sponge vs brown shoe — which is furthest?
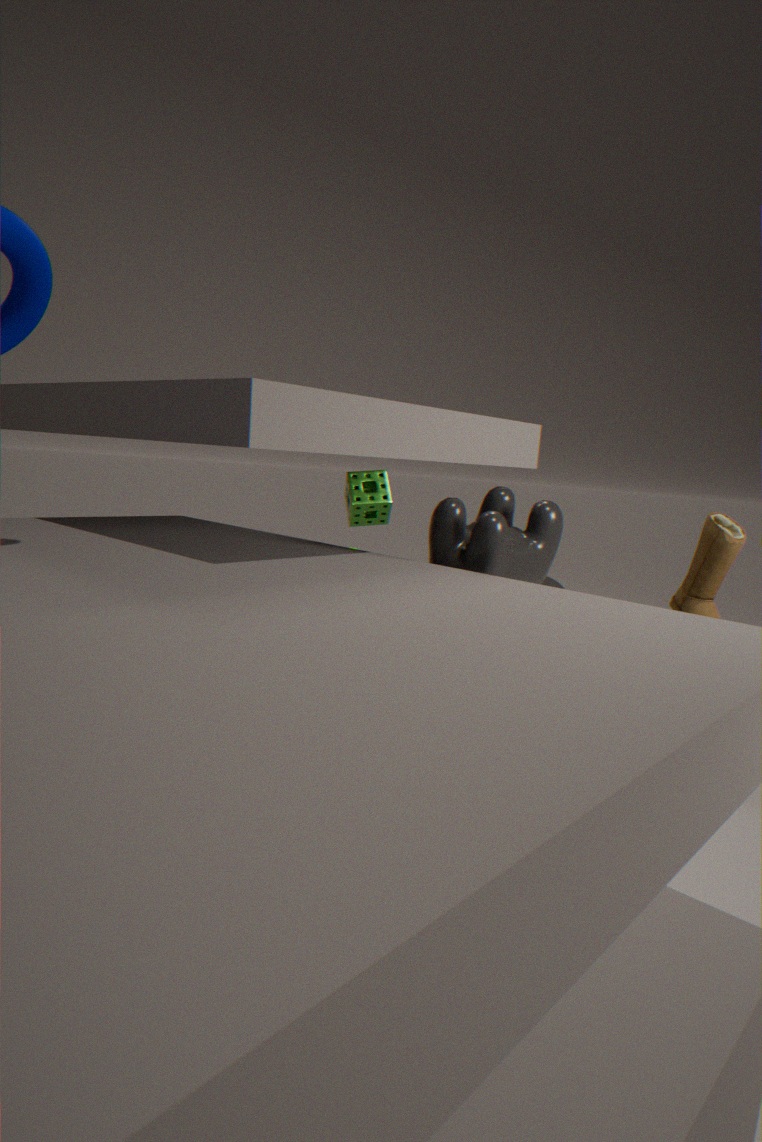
sponge
